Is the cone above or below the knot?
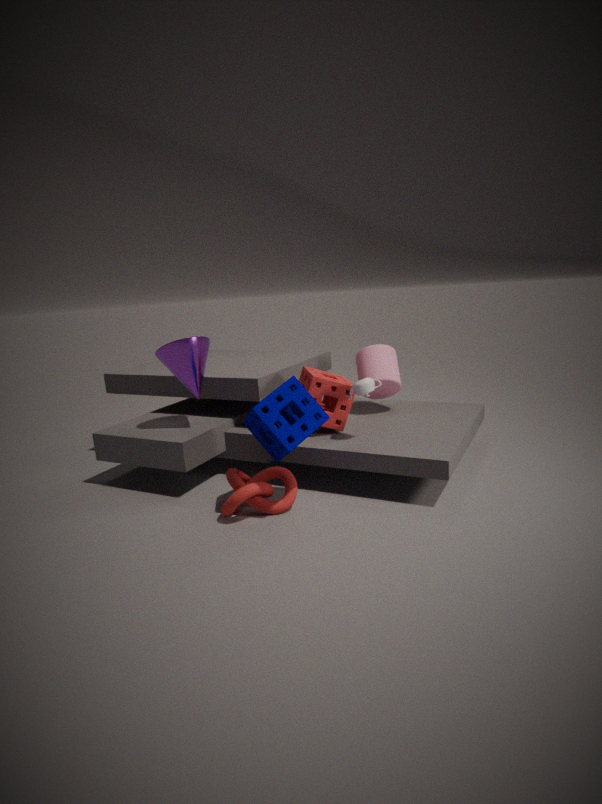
above
